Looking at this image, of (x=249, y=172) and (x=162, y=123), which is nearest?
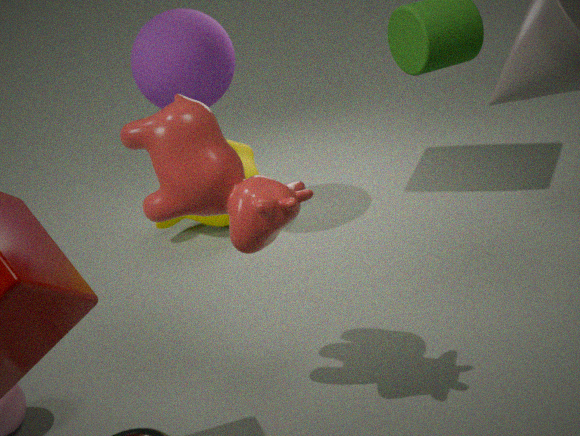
(x=162, y=123)
